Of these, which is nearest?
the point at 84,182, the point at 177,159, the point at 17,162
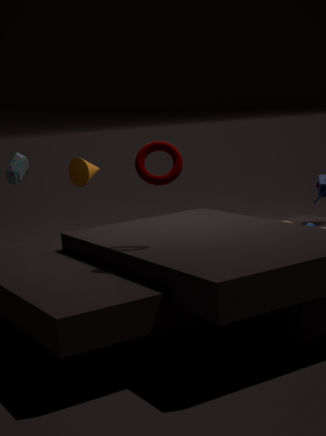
the point at 177,159
